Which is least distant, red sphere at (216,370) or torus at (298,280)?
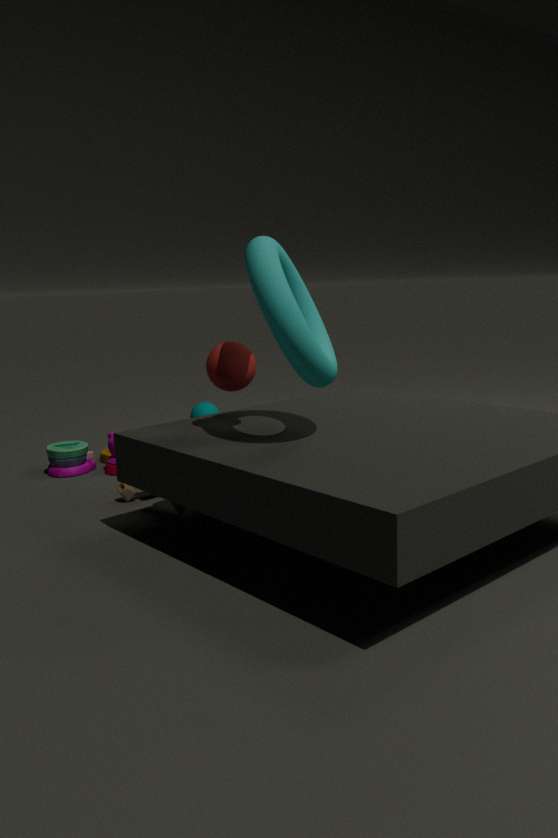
torus at (298,280)
